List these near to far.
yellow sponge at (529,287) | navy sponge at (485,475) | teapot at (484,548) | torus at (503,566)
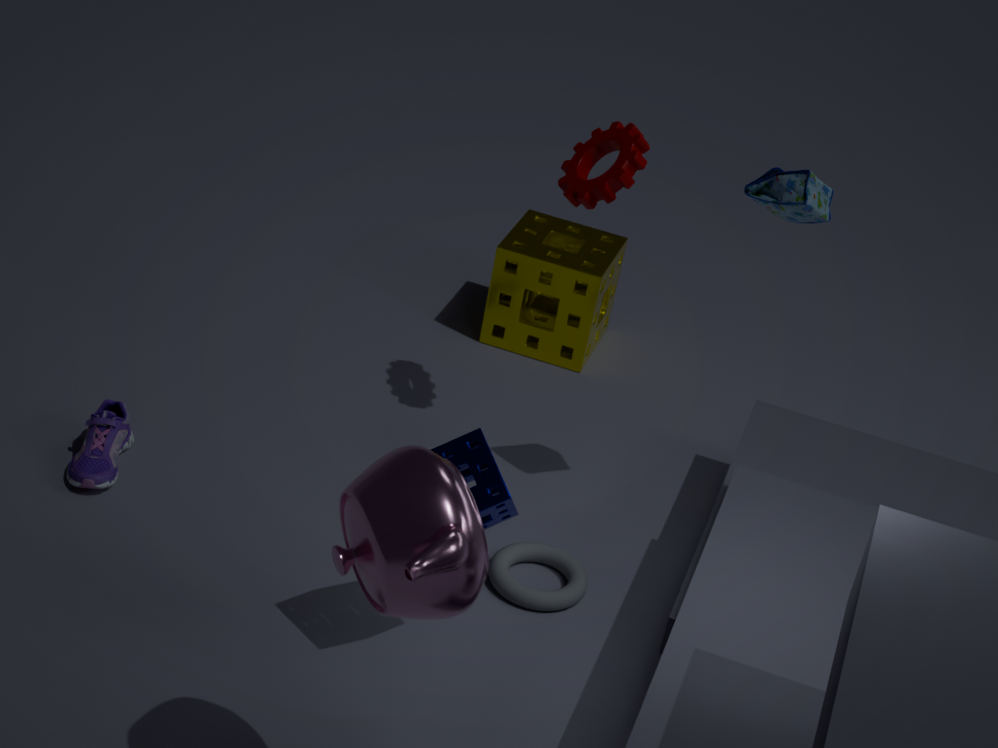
1. teapot at (484,548)
2. navy sponge at (485,475)
3. torus at (503,566)
4. yellow sponge at (529,287)
